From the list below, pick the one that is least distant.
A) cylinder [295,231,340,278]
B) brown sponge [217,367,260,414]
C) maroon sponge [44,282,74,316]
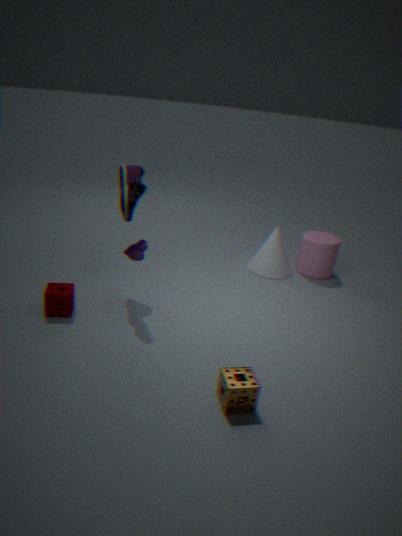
brown sponge [217,367,260,414]
